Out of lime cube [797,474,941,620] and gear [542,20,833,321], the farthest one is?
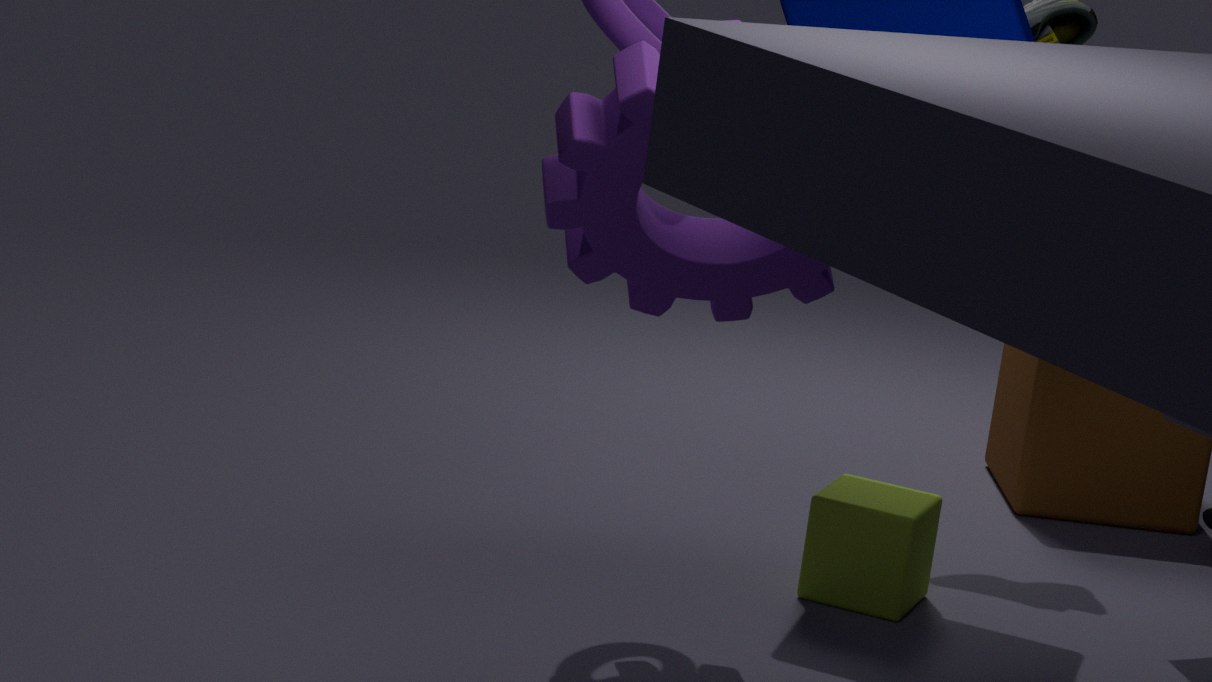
lime cube [797,474,941,620]
